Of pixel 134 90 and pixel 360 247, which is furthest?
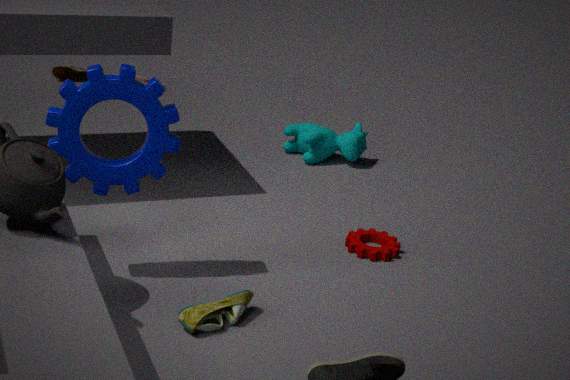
pixel 360 247
